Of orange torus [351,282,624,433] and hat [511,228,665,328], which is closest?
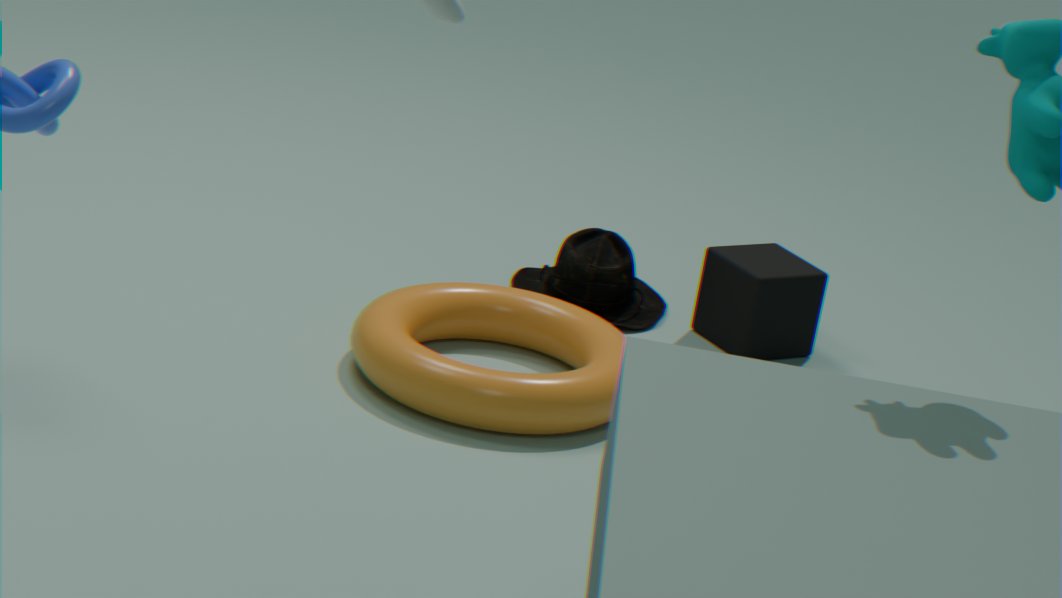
orange torus [351,282,624,433]
